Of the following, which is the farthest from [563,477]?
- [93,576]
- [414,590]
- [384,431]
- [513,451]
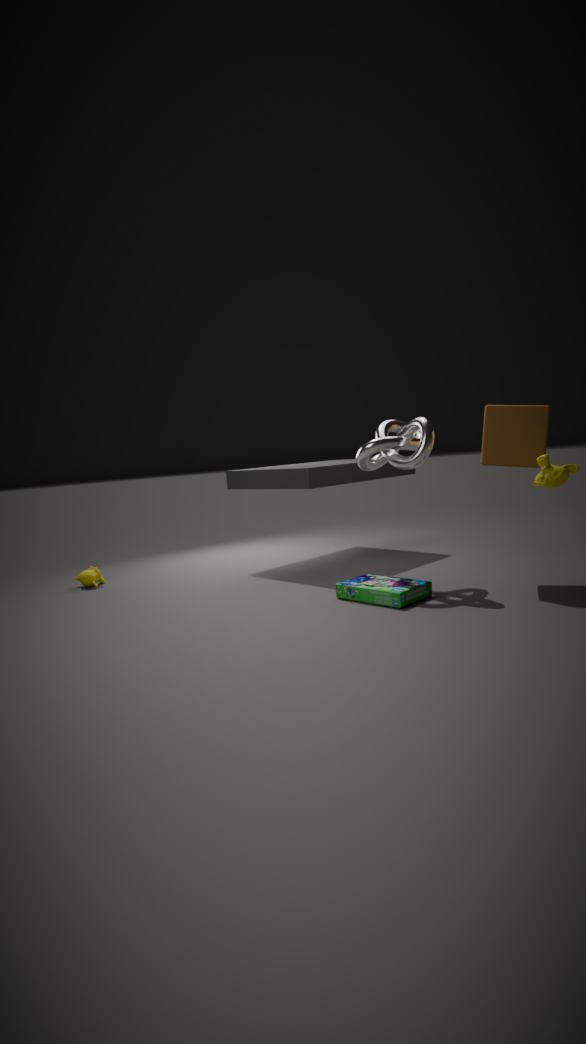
[93,576]
